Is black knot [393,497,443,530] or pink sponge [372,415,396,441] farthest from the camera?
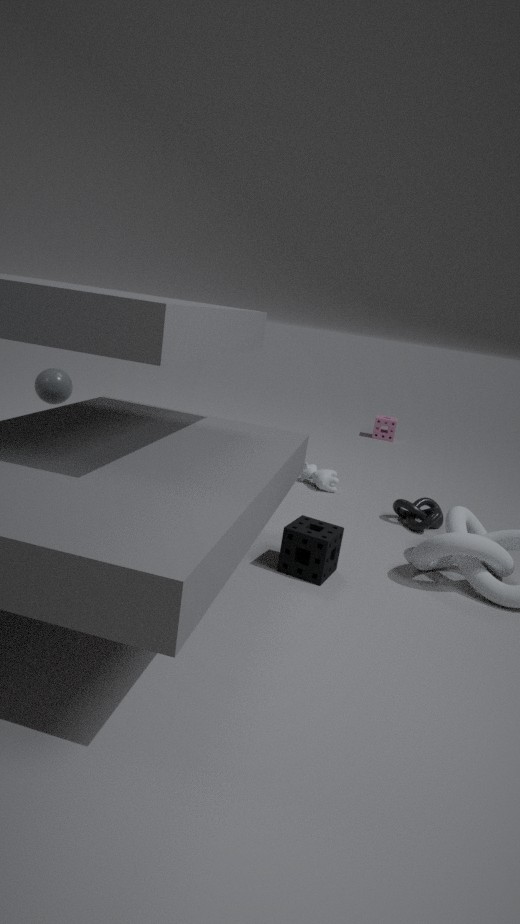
pink sponge [372,415,396,441]
